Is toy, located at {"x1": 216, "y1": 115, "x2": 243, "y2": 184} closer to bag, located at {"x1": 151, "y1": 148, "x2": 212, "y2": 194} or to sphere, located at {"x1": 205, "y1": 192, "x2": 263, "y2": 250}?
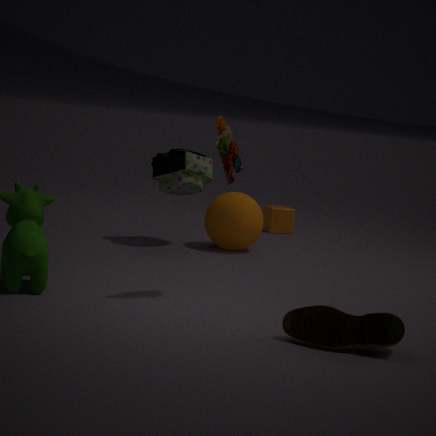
bag, located at {"x1": 151, "y1": 148, "x2": 212, "y2": 194}
